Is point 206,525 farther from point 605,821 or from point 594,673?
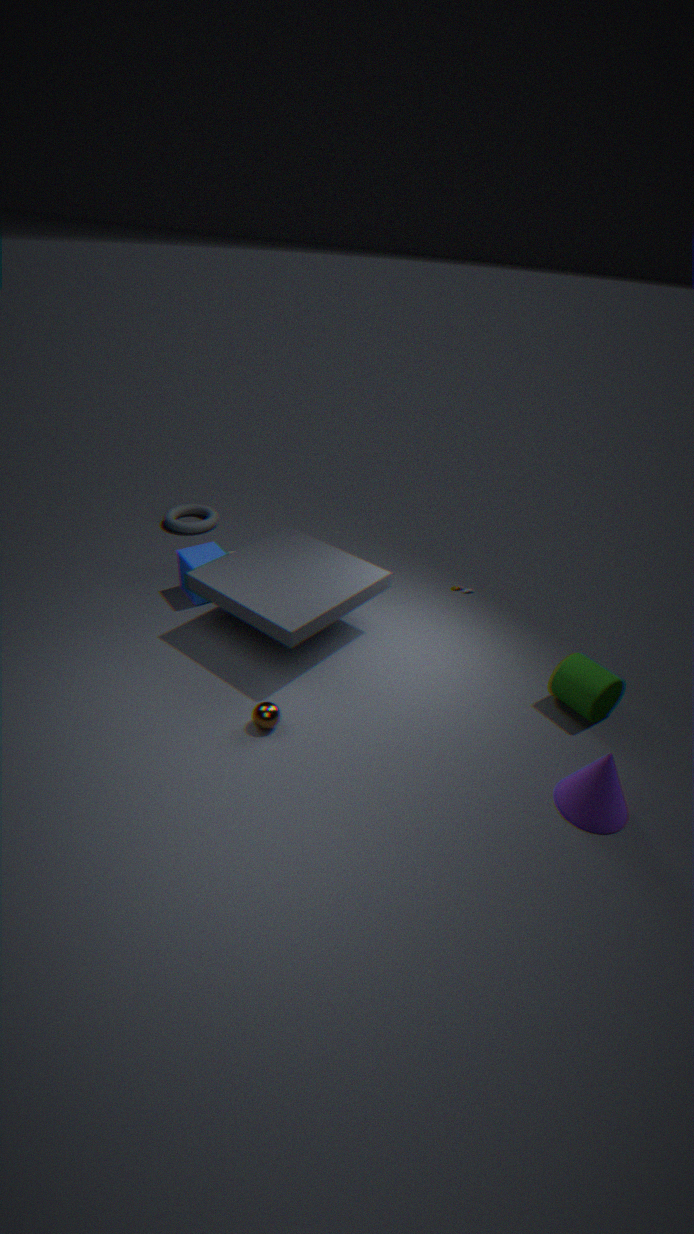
point 605,821
